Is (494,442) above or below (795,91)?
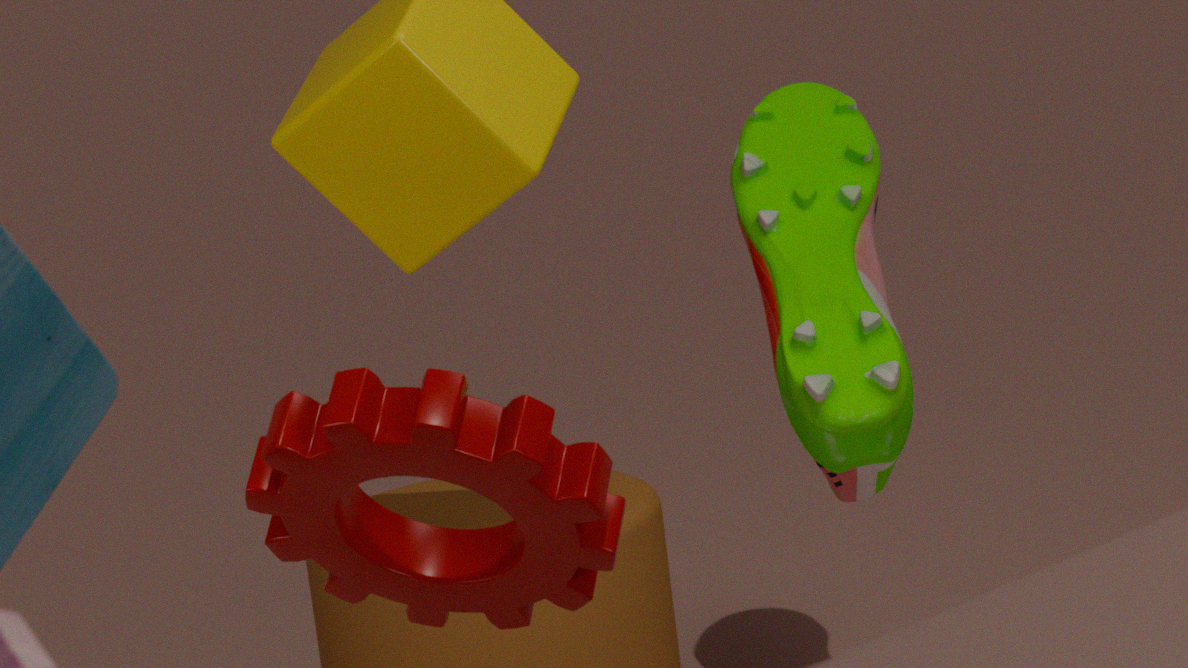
above
